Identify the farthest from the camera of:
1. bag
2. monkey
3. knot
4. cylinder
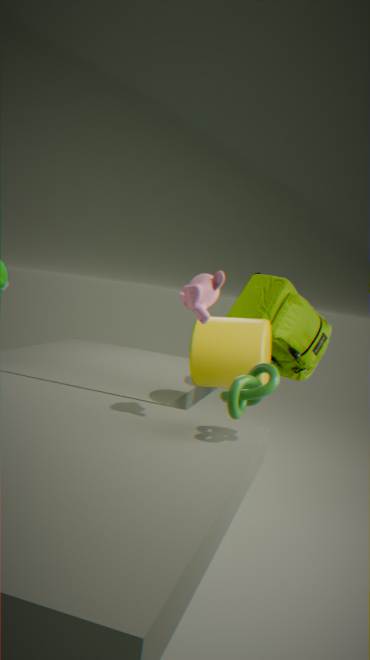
bag
